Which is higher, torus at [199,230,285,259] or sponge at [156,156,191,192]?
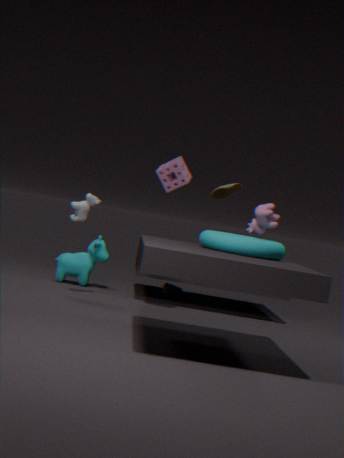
sponge at [156,156,191,192]
